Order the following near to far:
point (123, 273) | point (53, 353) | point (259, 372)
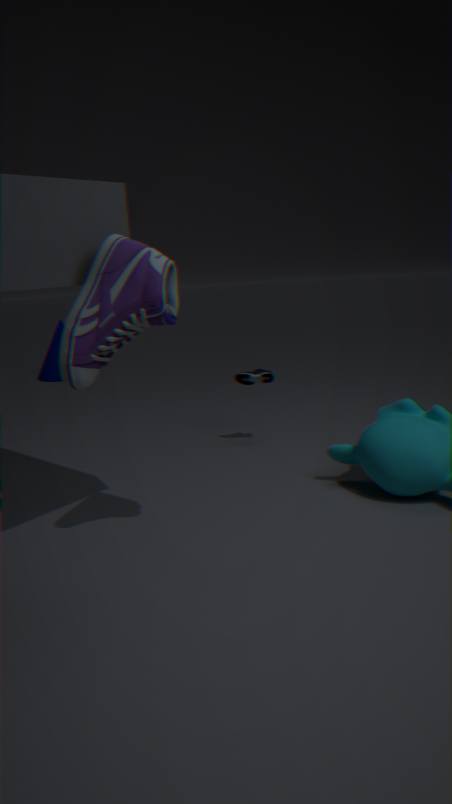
1. point (123, 273)
2. point (259, 372)
3. point (53, 353)
